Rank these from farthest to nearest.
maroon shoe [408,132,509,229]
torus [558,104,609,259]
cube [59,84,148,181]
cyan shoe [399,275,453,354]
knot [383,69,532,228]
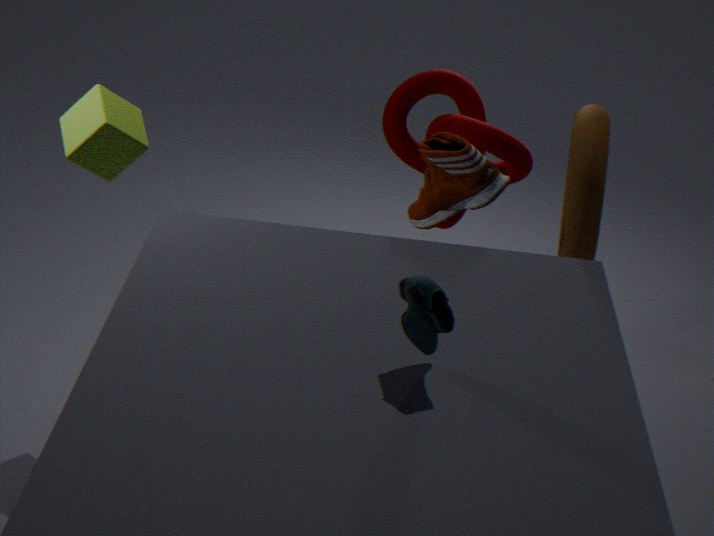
knot [383,69,532,228], cube [59,84,148,181], maroon shoe [408,132,509,229], torus [558,104,609,259], cyan shoe [399,275,453,354]
